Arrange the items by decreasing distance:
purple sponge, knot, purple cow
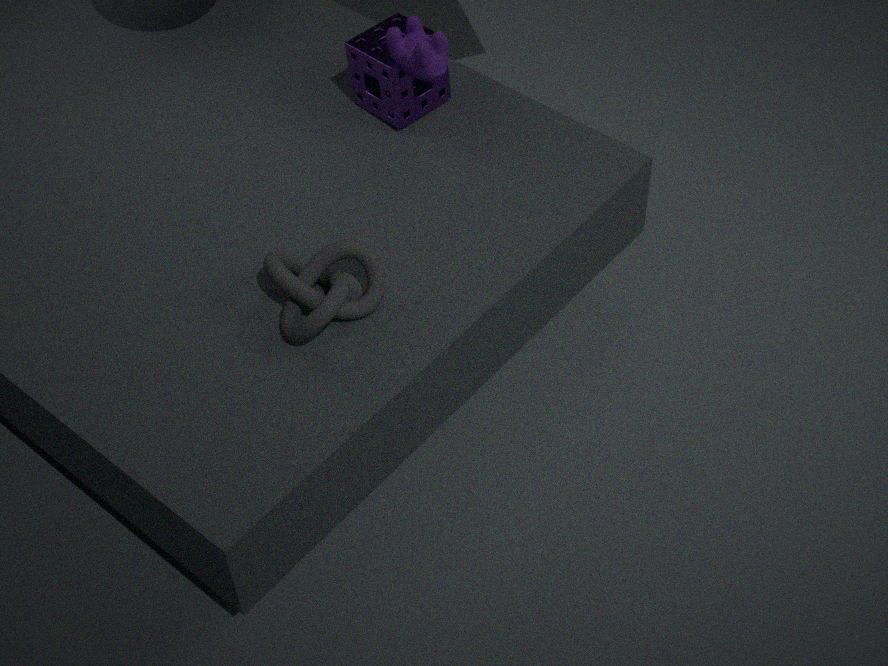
purple sponge < purple cow < knot
